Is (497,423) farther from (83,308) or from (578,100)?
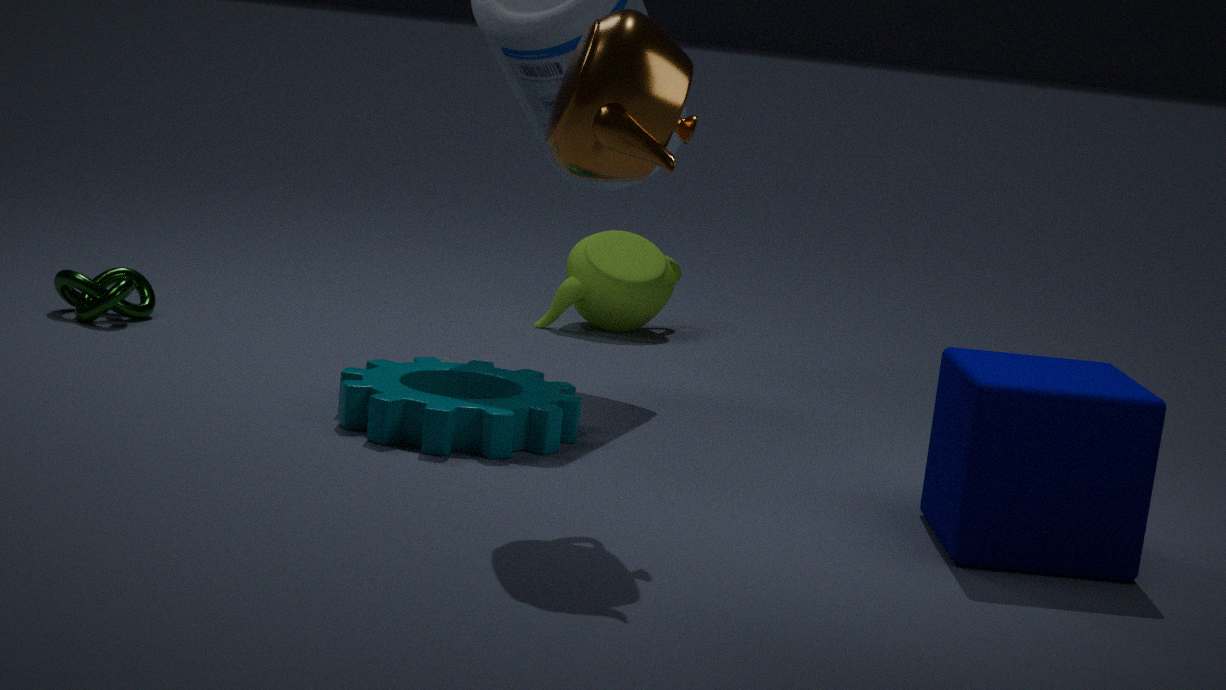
(83,308)
